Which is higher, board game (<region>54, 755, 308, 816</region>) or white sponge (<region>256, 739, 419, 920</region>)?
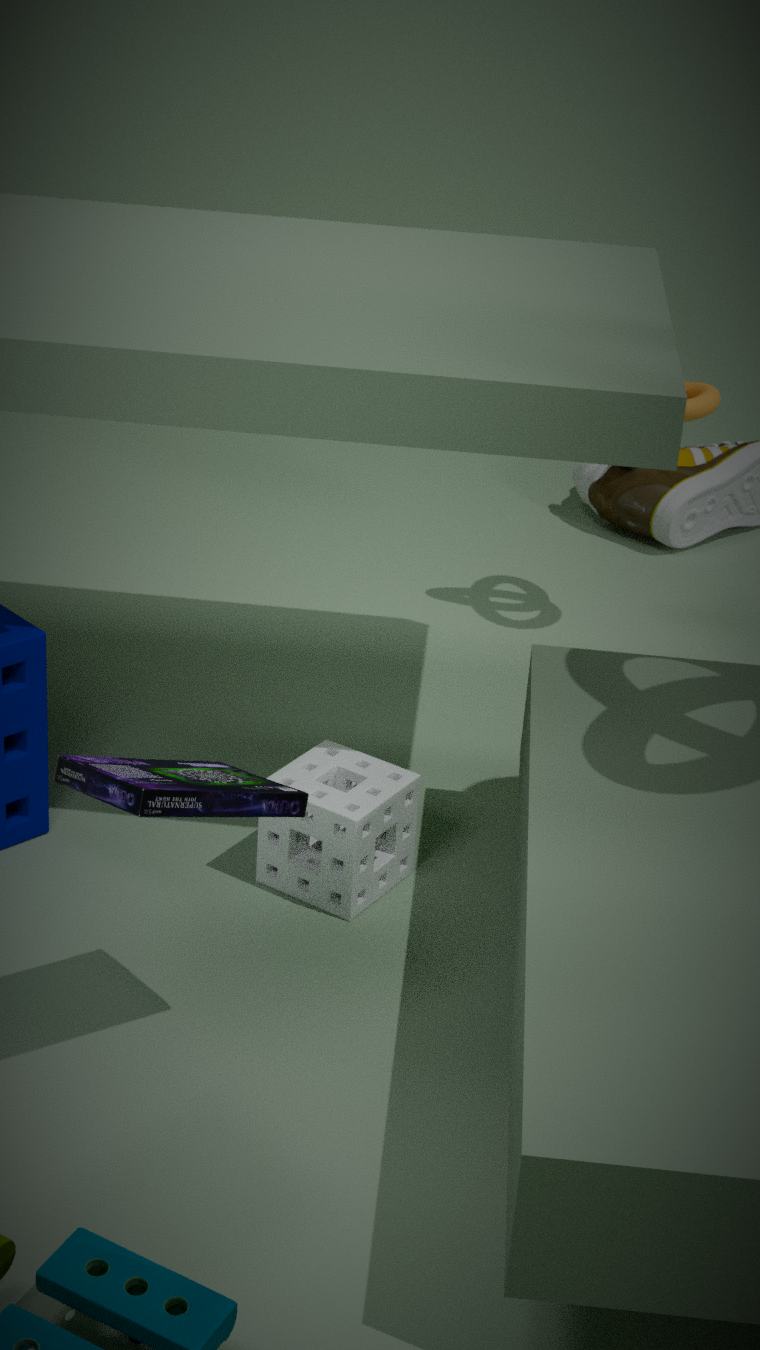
board game (<region>54, 755, 308, 816</region>)
